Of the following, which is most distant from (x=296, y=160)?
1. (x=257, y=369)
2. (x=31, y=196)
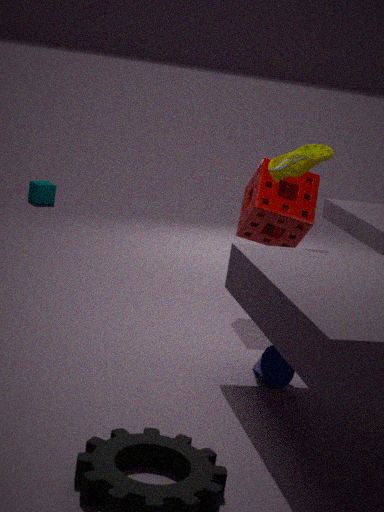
(x=31, y=196)
